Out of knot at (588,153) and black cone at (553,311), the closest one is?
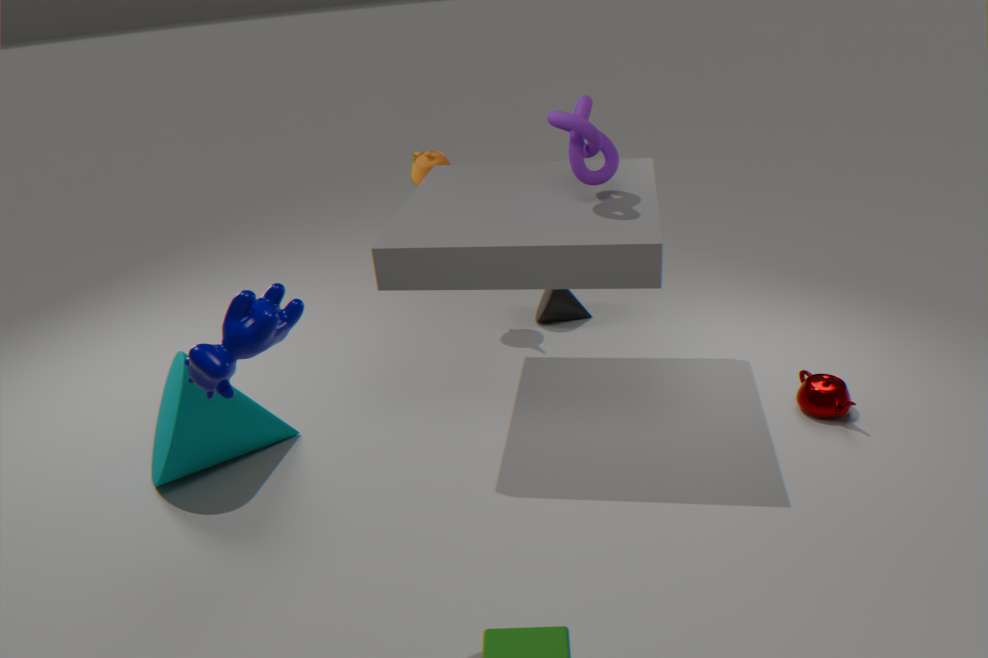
knot at (588,153)
